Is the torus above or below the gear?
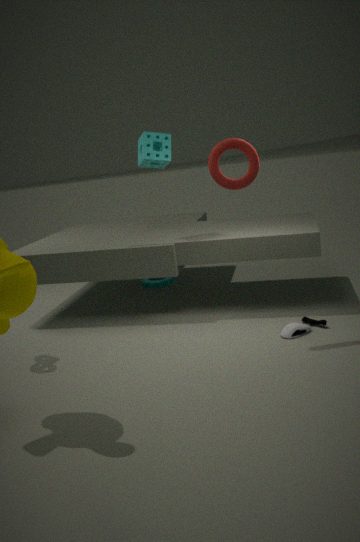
above
